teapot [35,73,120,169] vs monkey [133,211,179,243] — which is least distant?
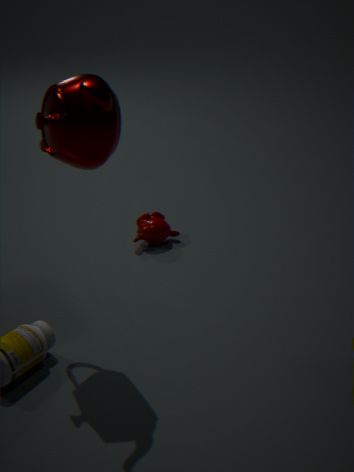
teapot [35,73,120,169]
